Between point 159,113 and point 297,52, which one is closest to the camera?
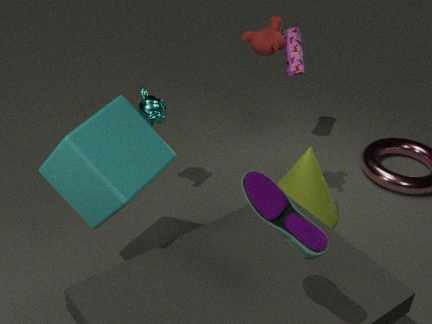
point 159,113
